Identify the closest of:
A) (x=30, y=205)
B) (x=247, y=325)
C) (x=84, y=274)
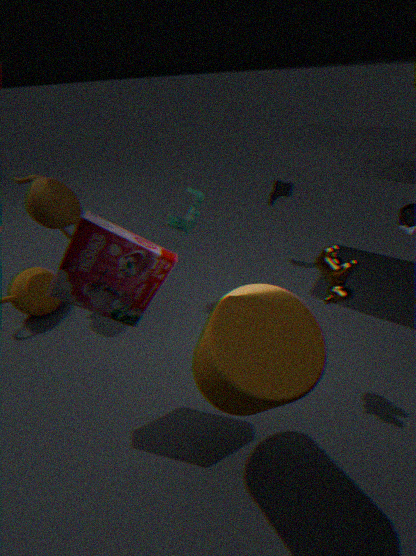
(x=247, y=325)
